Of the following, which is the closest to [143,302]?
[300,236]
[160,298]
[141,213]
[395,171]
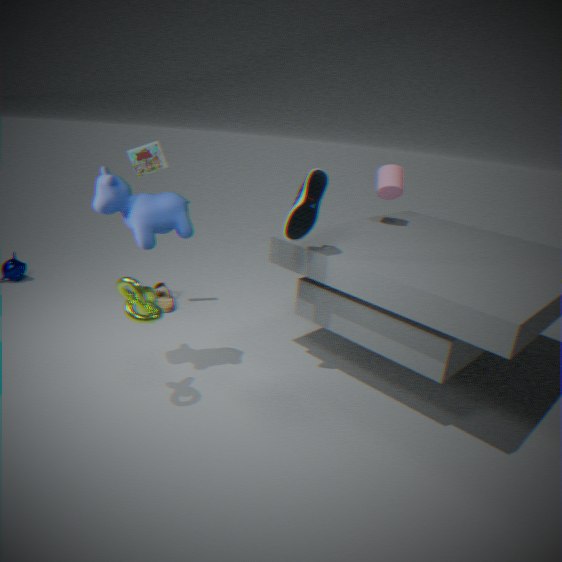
[141,213]
